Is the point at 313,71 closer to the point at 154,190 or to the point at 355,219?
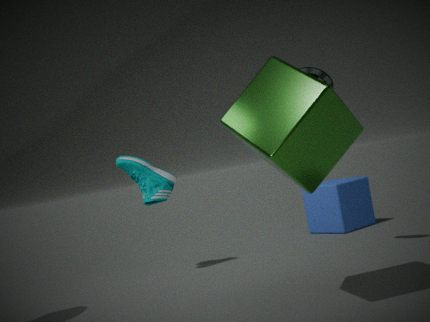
the point at 154,190
